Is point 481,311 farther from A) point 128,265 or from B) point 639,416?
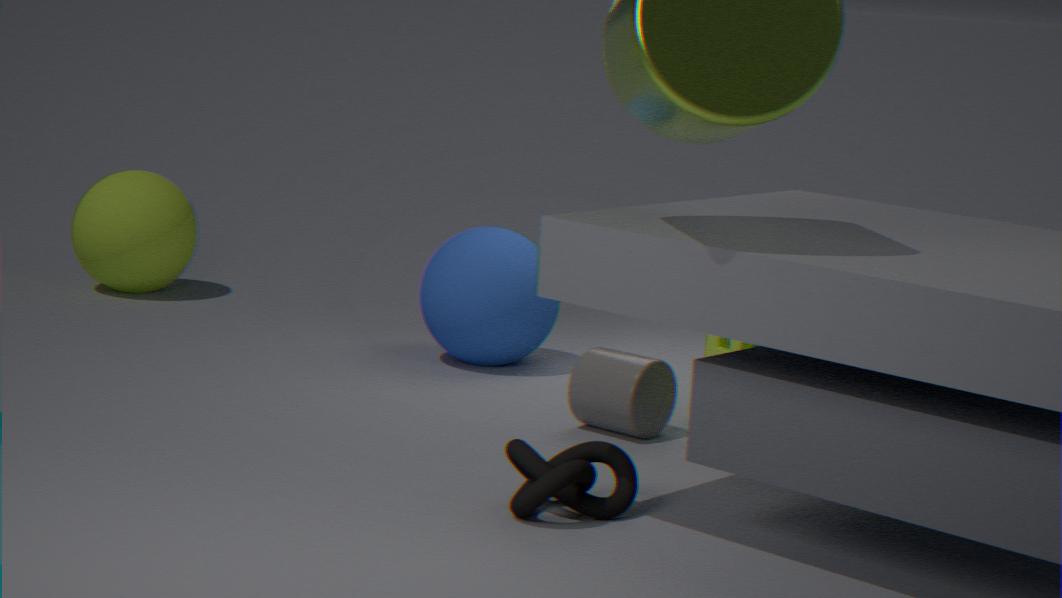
A) point 128,265
